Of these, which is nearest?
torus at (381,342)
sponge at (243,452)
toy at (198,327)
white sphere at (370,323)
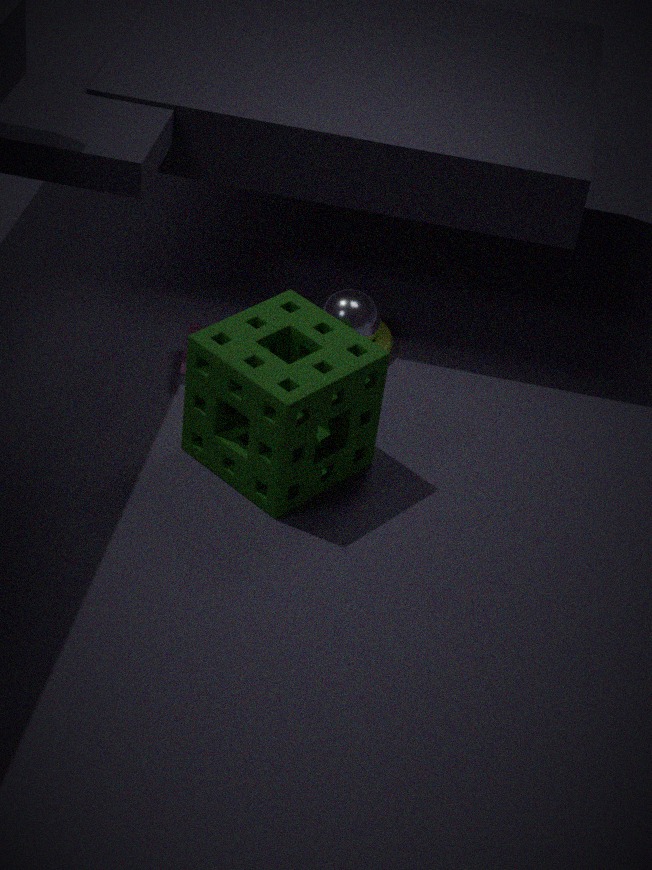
sponge at (243,452)
